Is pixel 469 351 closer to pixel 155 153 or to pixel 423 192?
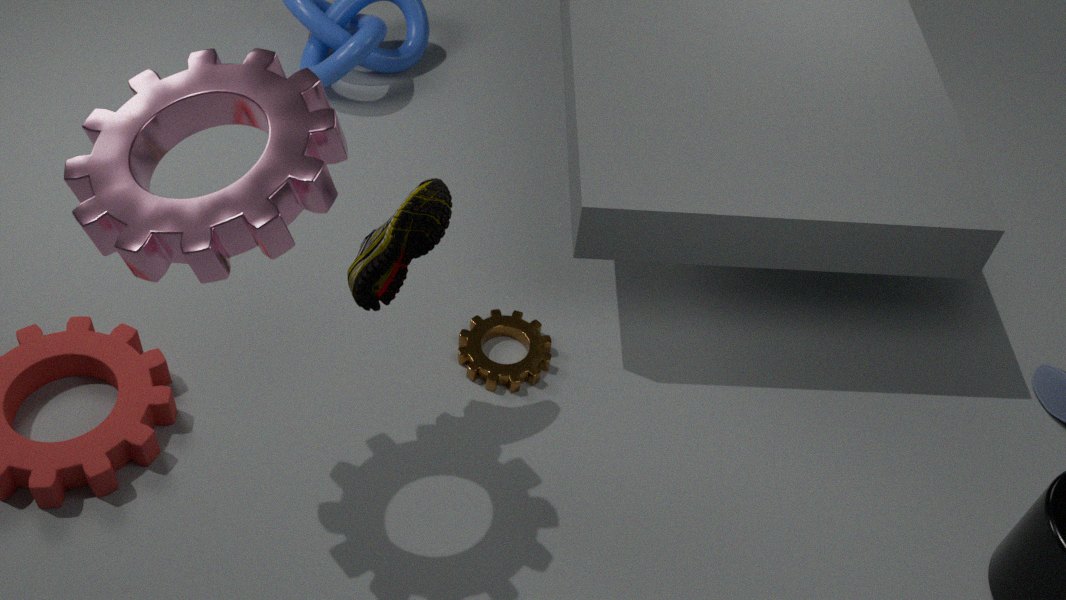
pixel 423 192
